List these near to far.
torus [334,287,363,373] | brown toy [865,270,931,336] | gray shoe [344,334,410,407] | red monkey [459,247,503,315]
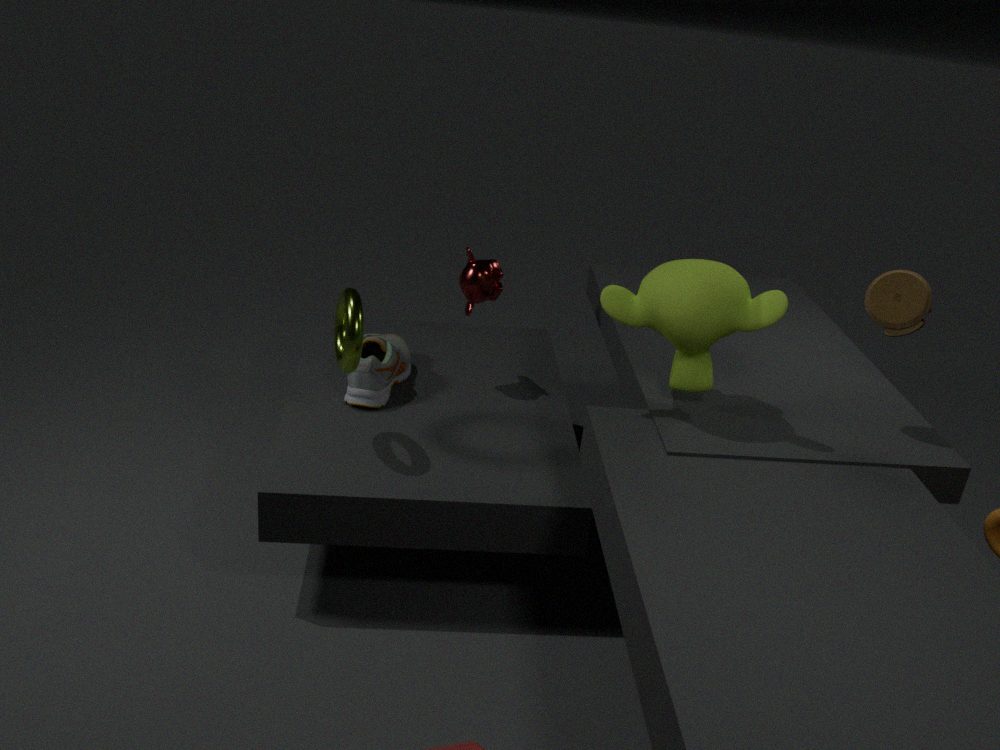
brown toy [865,270,931,336] < torus [334,287,363,373] < gray shoe [344,334,410,407] < red monkey [459,247,503,315]
